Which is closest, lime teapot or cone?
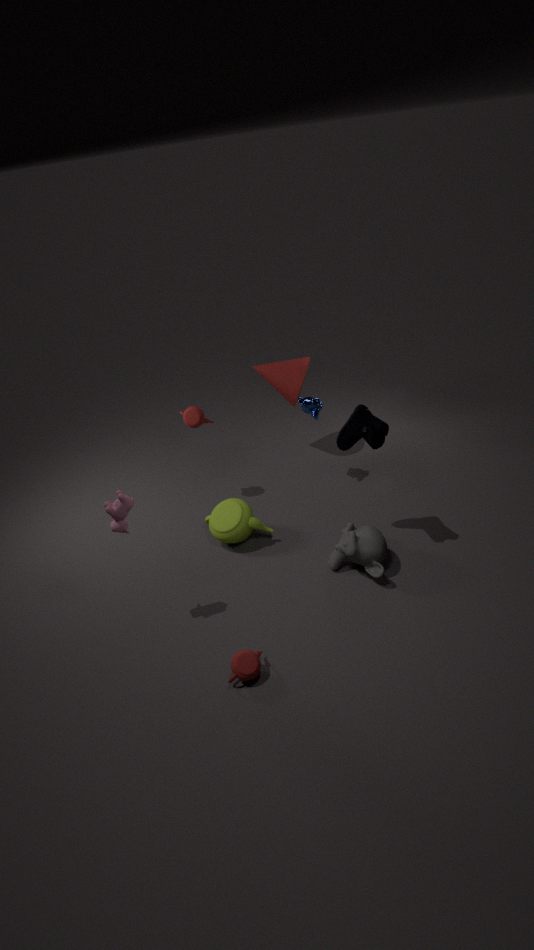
lime teapot
